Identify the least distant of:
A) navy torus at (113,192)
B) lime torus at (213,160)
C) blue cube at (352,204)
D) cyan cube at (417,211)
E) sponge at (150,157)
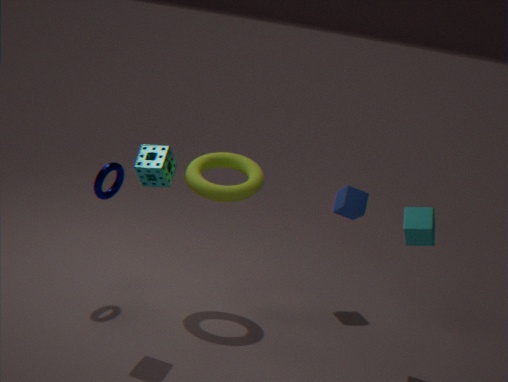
sponge at (150,157)
